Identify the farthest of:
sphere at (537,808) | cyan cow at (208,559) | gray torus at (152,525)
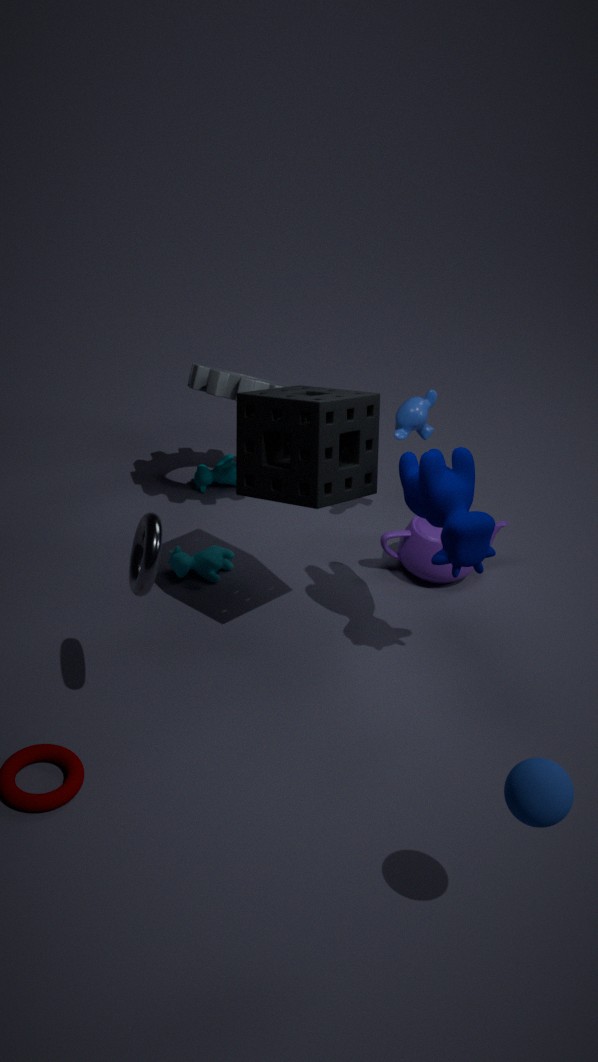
cyan cow at (208,559)
